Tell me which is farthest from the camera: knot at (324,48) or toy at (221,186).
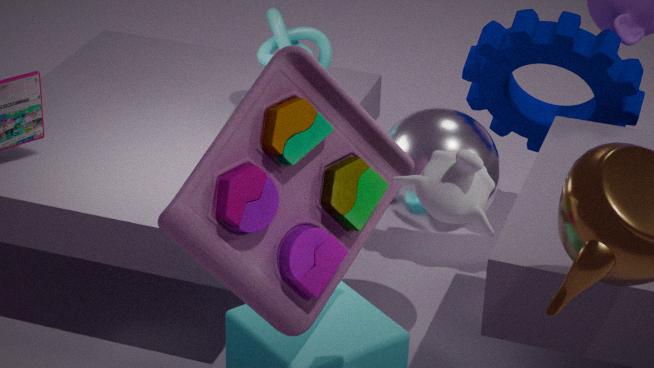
knot at (324,48)
